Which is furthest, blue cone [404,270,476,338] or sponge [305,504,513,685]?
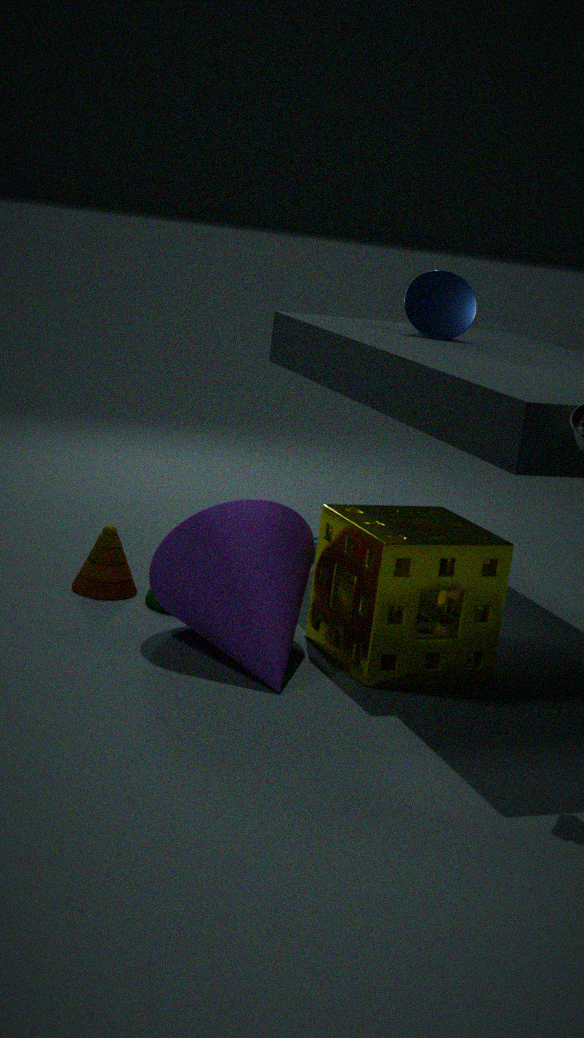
blue cone [404,270,476,338]
